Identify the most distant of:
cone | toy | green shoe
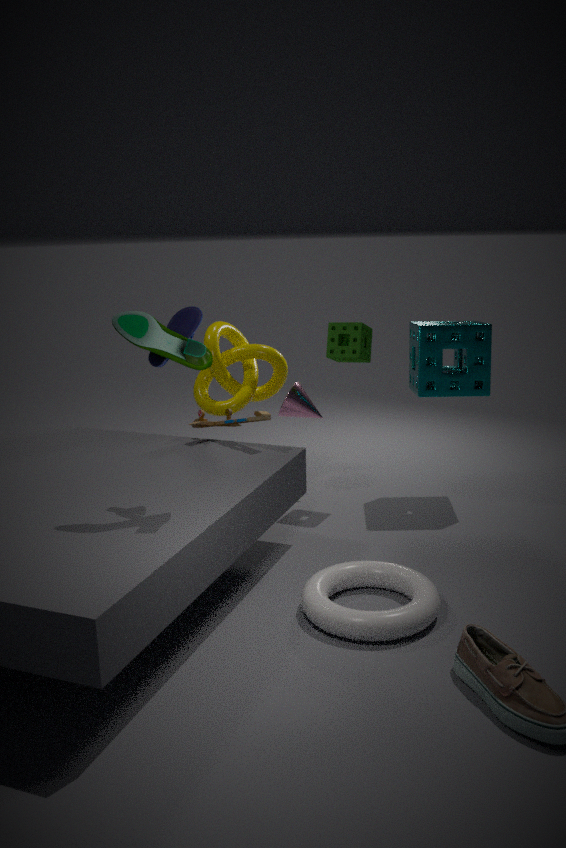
cone
